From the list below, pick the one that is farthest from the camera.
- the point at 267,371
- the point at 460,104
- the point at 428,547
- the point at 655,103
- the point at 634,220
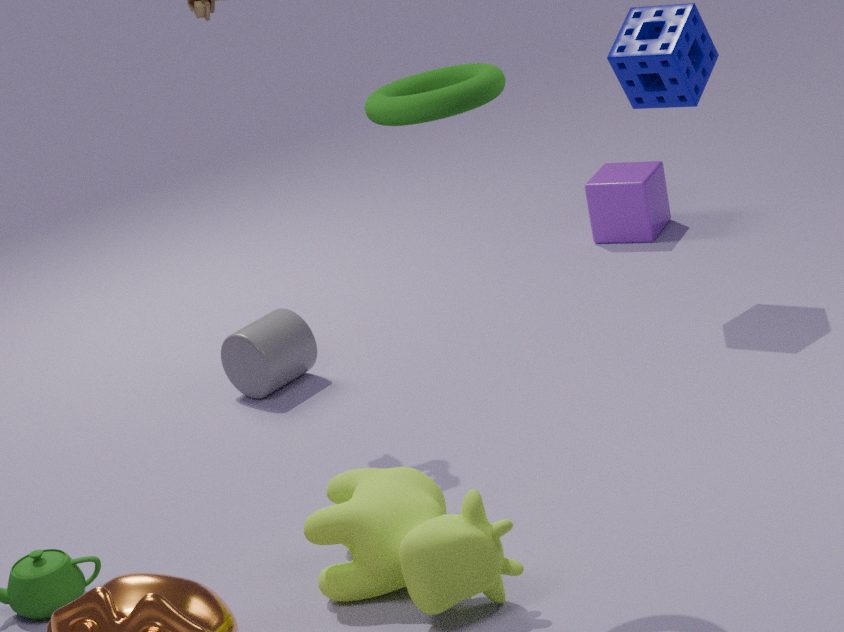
the point at 634,220
